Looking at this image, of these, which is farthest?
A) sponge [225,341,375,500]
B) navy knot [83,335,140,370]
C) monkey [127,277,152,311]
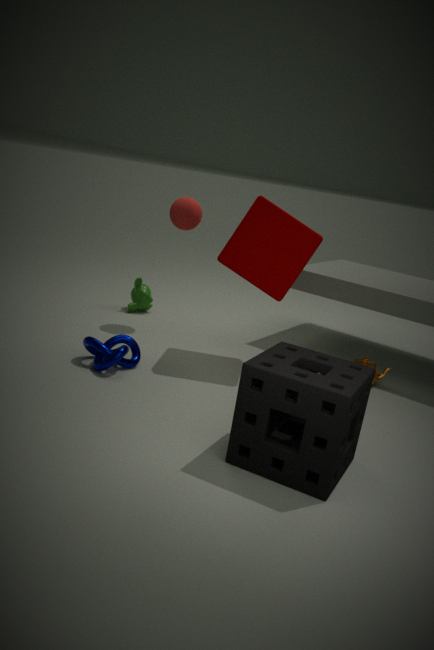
monkey [127,277,152,311]
